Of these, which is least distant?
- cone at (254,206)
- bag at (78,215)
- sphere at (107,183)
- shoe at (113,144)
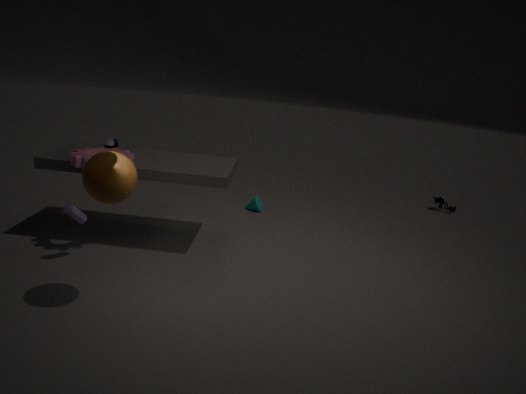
sphere at (107,183)
